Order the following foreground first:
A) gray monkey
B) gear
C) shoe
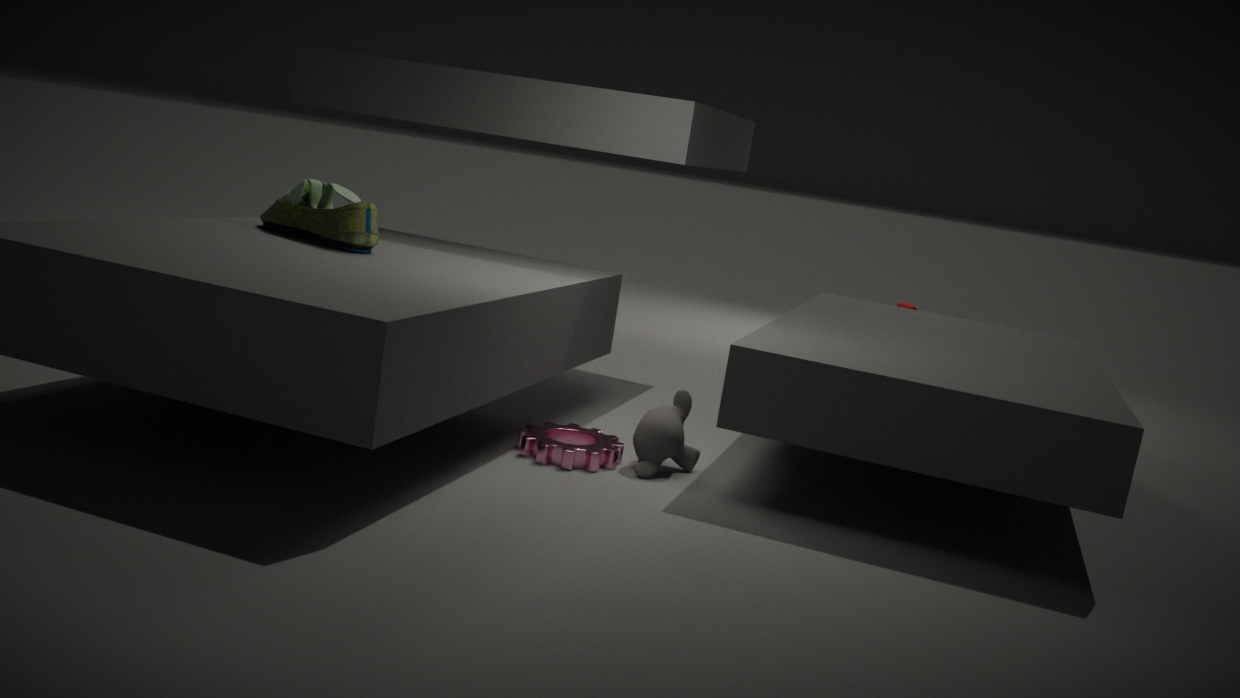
gear → gray monkey → shoe
